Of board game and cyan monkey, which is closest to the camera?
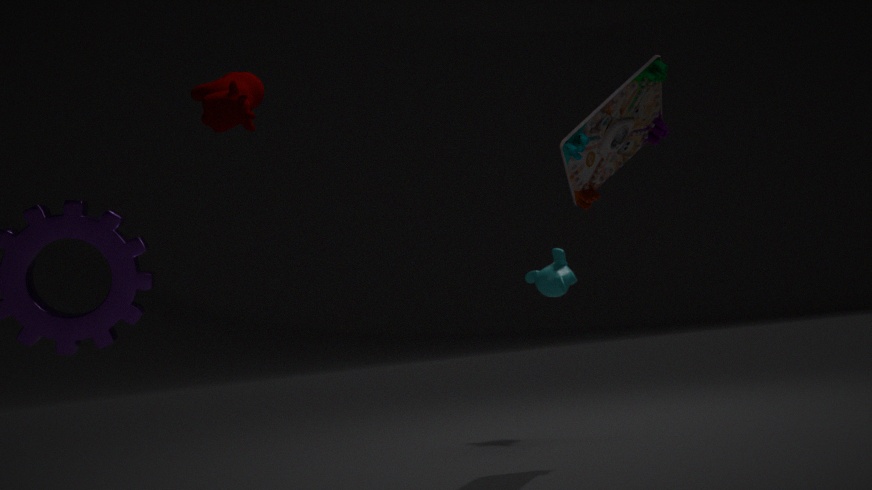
board game
